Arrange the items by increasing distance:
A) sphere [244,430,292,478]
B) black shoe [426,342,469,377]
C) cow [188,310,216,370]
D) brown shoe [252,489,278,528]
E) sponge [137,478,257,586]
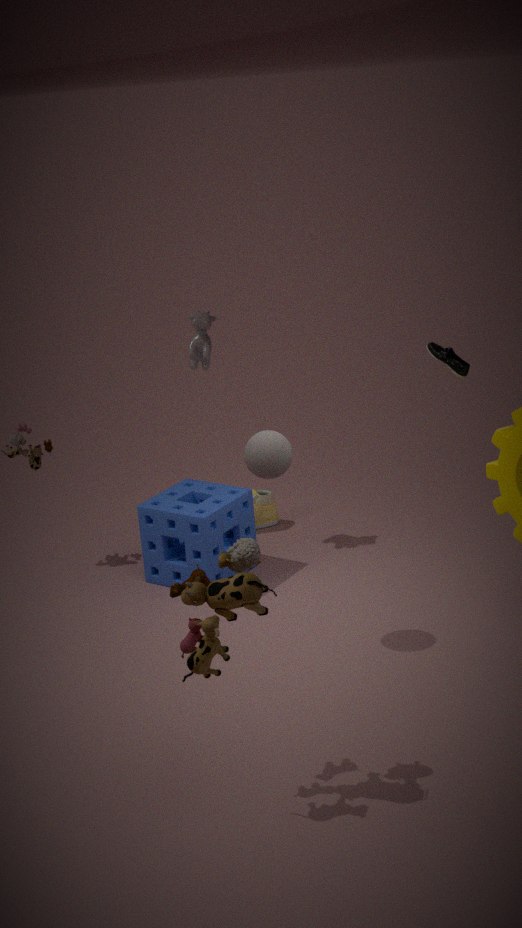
sphere [244,430,292,478]
black shoe [426,342,469,377]
sponge [137,478,257,586]
cow [188,310,216,370]
brown shoe [252,489,278,528]
